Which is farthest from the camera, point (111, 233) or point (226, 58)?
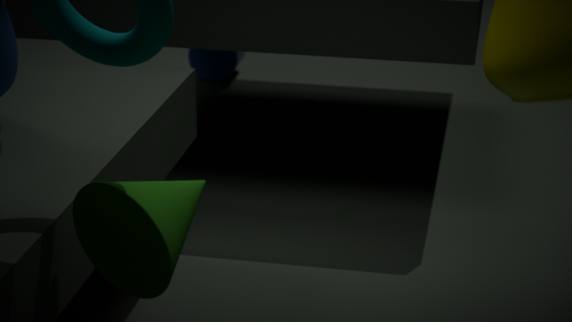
point (226, 58)
